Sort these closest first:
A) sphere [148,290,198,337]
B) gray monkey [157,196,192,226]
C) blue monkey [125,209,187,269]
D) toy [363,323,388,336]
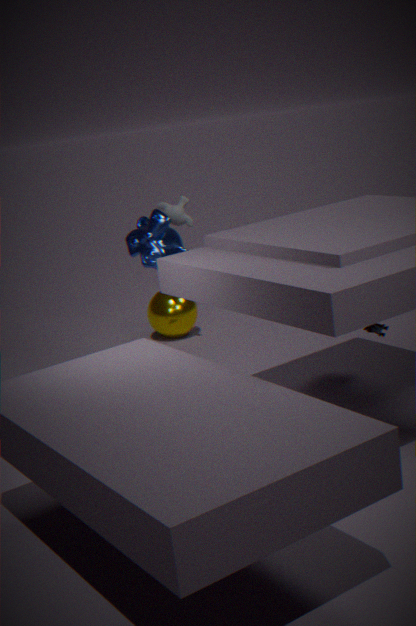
toy [363,323,388,336] → blue monkey [125,209,187,269] → gray monkey [157,196,192,226] → sphere [148,290,198,337]
